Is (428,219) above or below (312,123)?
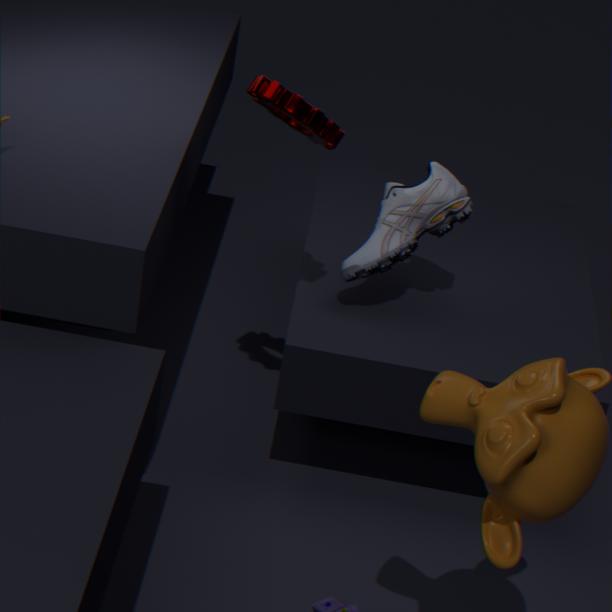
below
